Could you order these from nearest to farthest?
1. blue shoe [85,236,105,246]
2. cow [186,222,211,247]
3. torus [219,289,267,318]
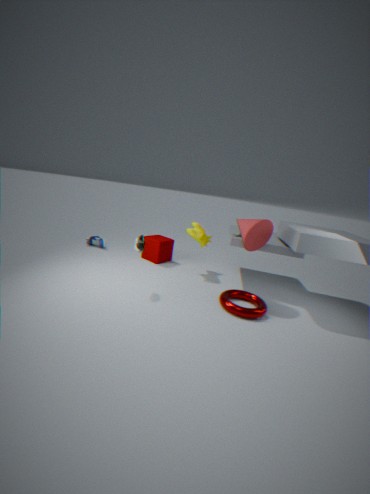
torus [219,289,267,318] < cow [186,222,211,247] < blue shoe [85,236,105,246]
